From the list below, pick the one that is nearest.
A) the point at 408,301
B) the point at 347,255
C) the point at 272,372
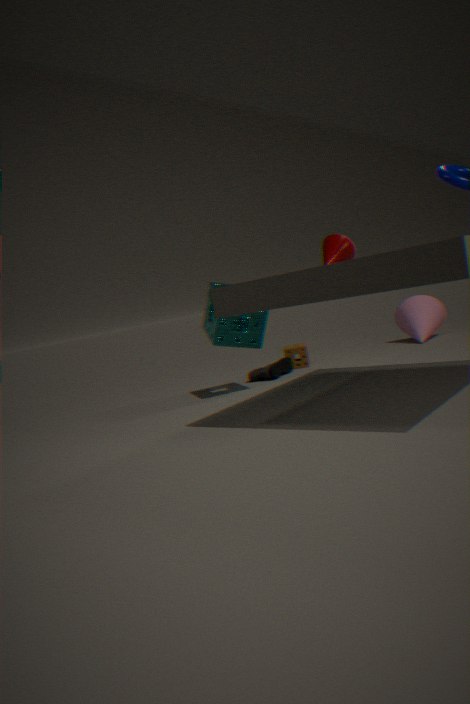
the point at 347,255
